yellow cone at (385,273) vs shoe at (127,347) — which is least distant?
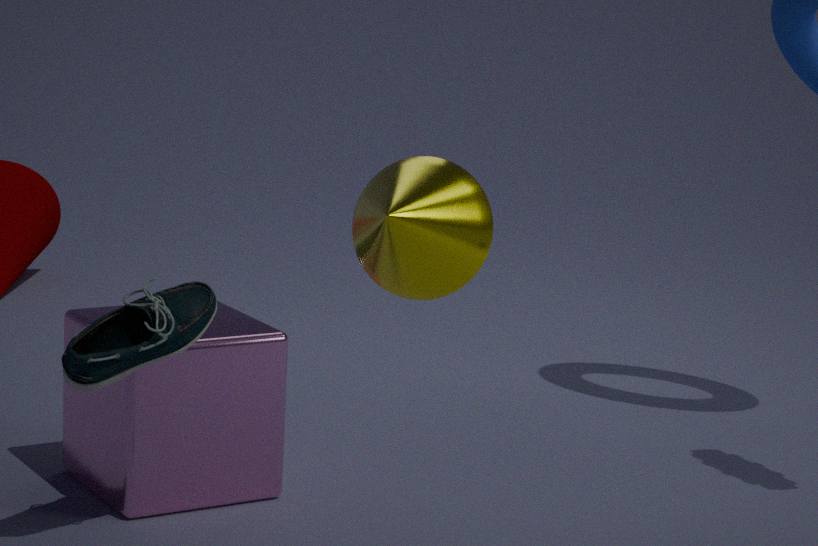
yellow cone at (385,273)
